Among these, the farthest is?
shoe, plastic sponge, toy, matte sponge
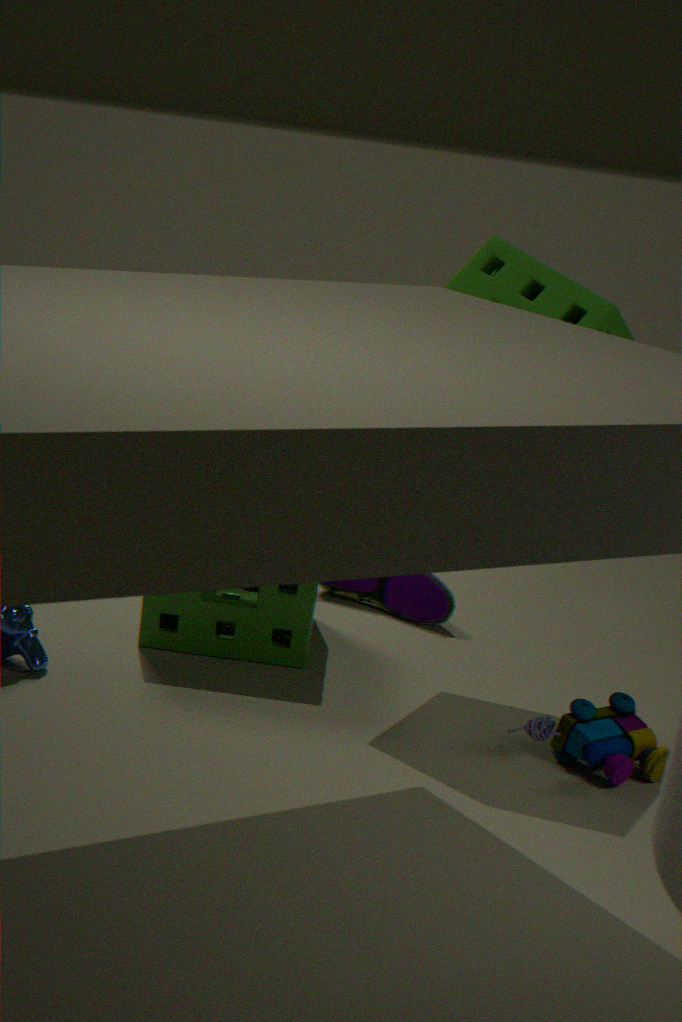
shoe
